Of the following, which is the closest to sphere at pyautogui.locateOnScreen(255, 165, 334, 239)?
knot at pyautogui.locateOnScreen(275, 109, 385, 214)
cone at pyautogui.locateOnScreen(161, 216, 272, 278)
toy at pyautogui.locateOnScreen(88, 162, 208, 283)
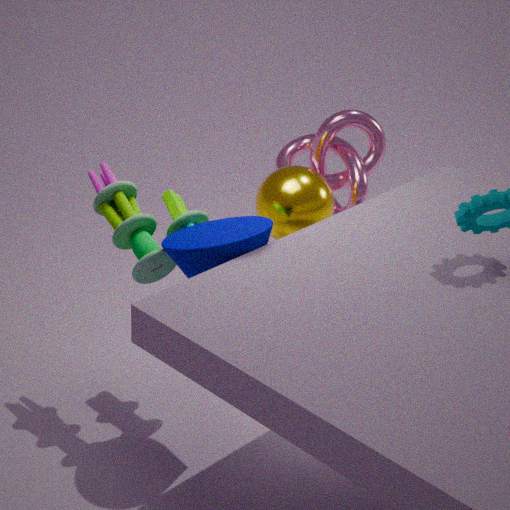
knot at pyautogui.locateOnScreen(275, 109, 385, 214)
